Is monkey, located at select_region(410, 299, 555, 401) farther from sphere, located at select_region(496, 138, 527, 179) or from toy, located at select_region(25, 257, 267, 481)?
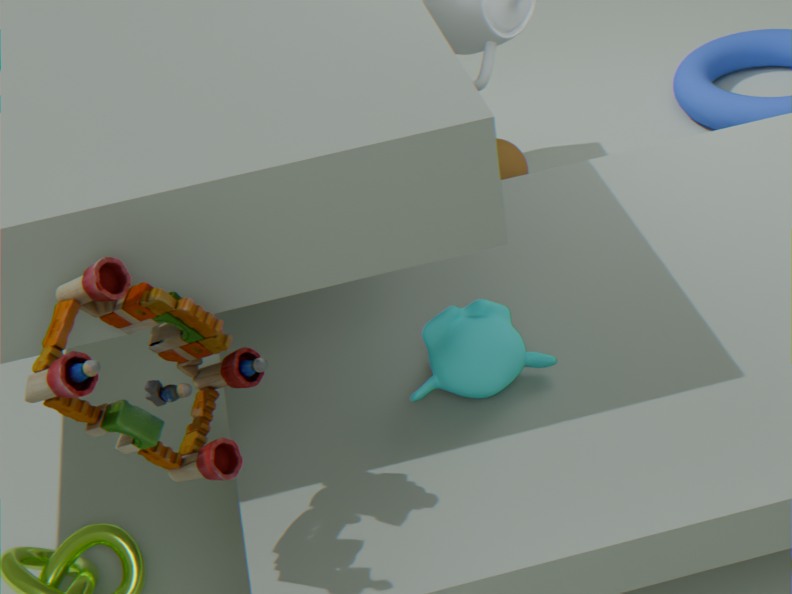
sphere, located at select_region(496, 138, 527, 179)
